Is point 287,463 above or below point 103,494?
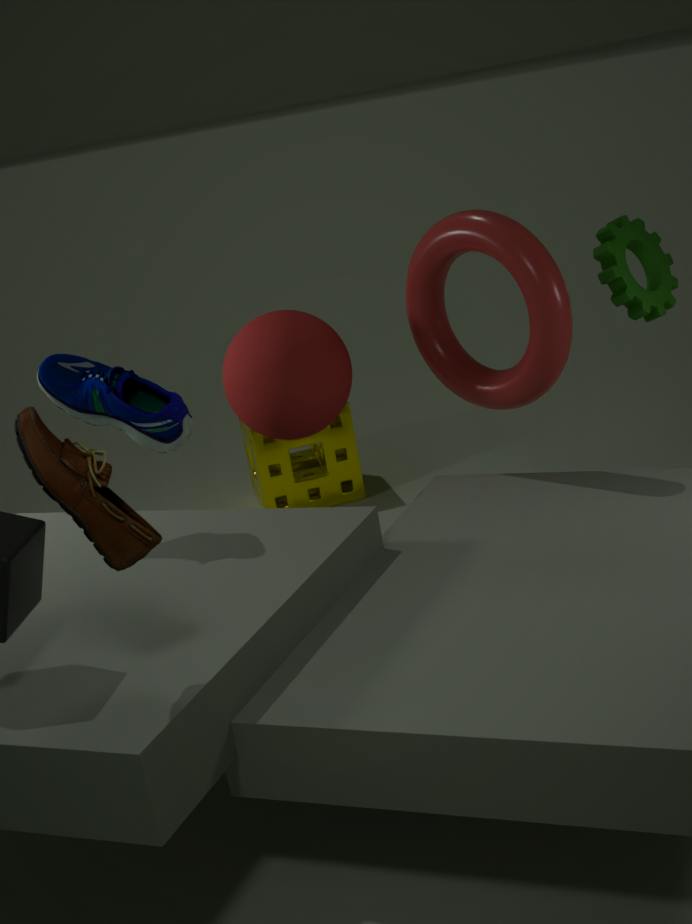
below
